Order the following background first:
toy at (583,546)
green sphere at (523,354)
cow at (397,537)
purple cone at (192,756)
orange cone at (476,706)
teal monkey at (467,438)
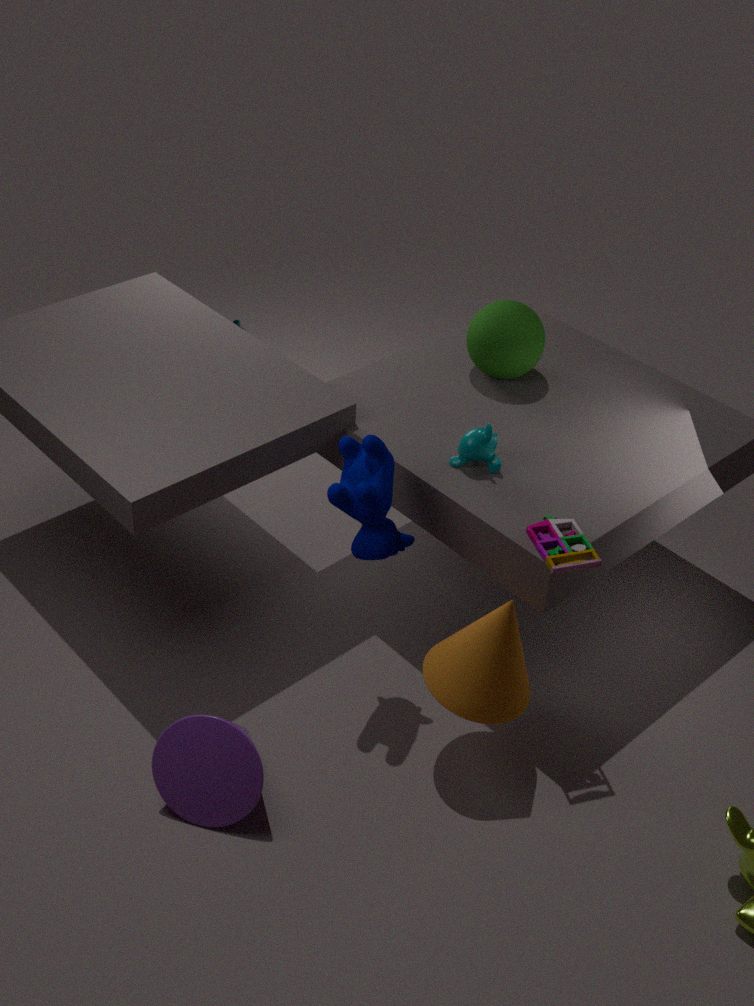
green sphere at (523,354), teal monkey at (467,438), cow at (397,537), toy at (583,546), orange cone at (476,706), purple cone at (192,756)
